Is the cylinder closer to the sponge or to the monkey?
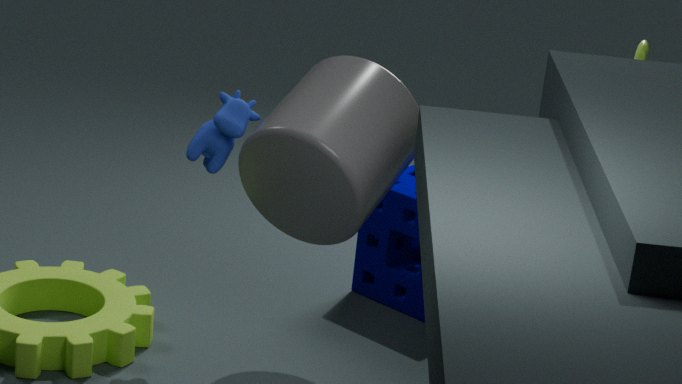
the sponge
